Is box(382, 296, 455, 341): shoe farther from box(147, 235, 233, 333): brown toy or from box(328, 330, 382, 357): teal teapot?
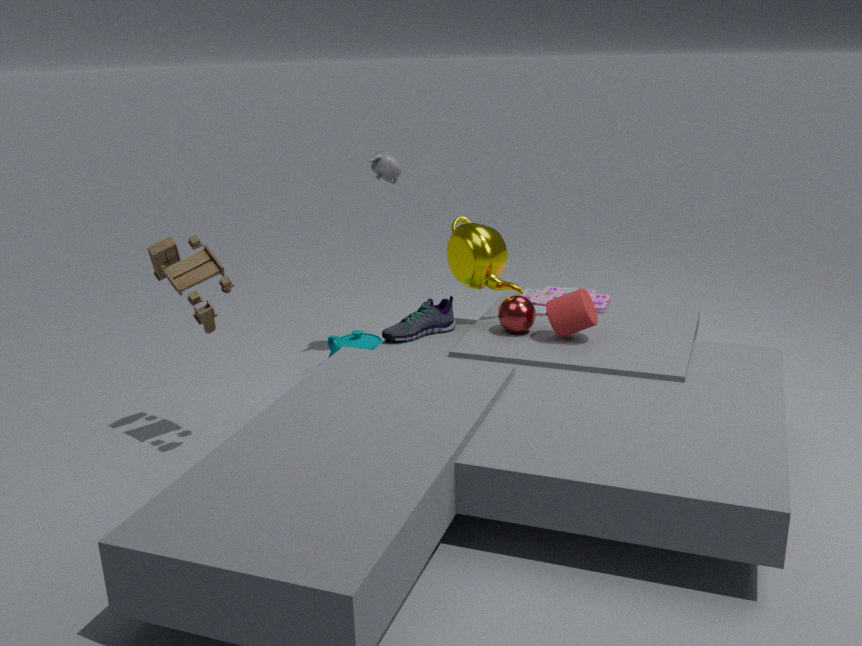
box(147, 235, 233, 333): brown toy
